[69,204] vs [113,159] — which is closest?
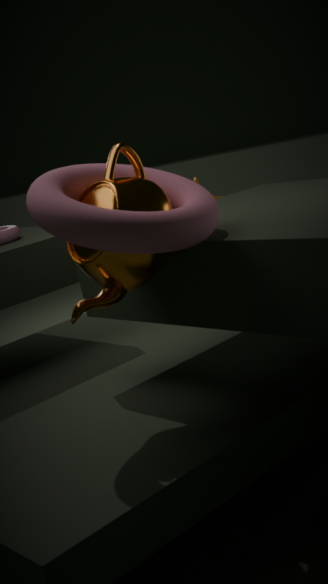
[69,204]
